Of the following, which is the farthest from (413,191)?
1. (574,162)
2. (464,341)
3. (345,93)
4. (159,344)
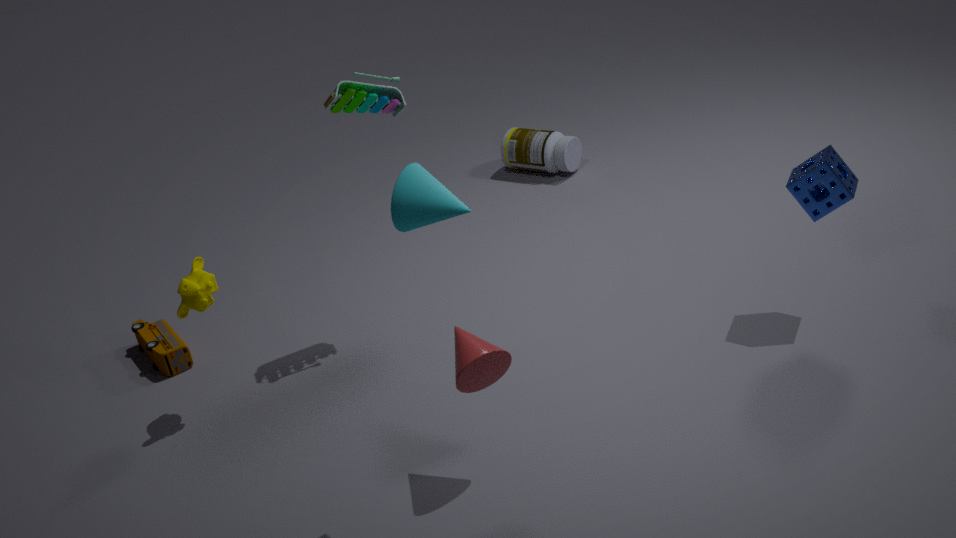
(574,162)
